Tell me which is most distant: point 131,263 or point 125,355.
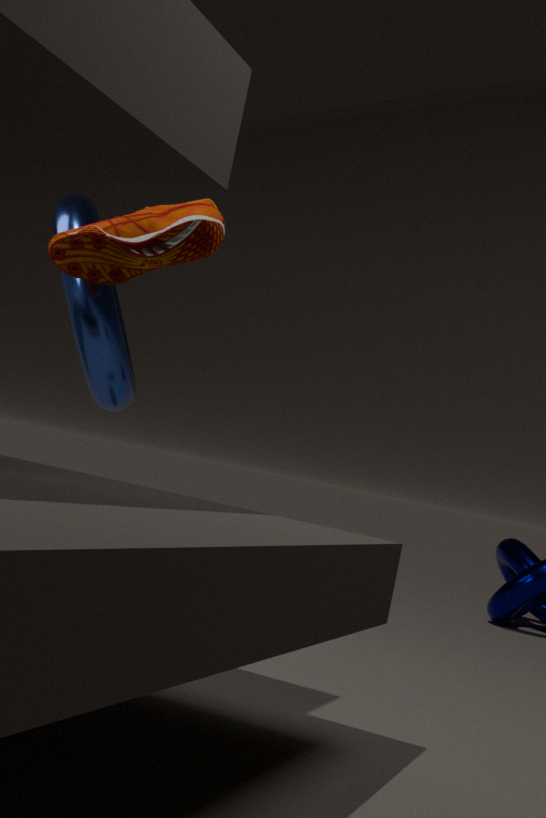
point 125,355
